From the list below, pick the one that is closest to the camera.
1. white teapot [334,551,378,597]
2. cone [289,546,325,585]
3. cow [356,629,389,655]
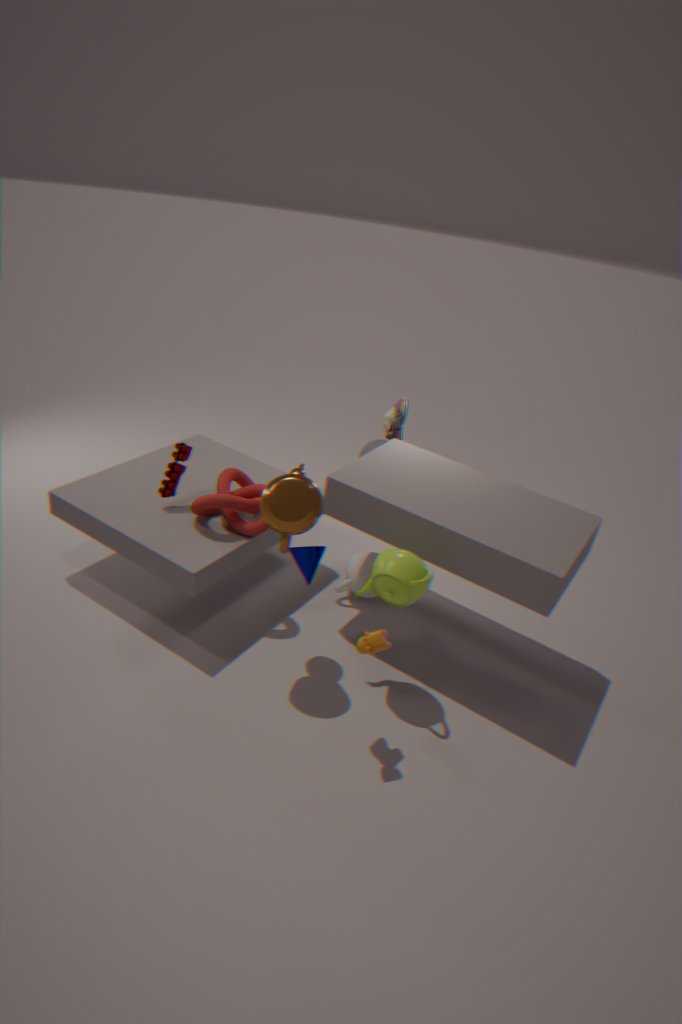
cow [356,629,389,655]
